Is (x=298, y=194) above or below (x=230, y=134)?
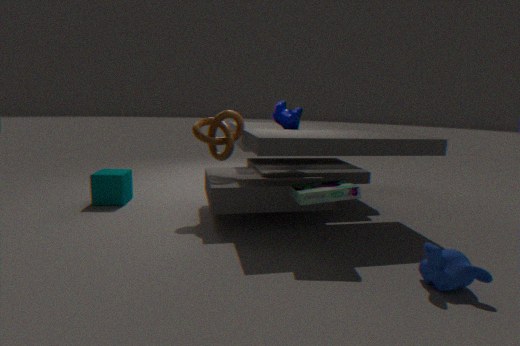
below
